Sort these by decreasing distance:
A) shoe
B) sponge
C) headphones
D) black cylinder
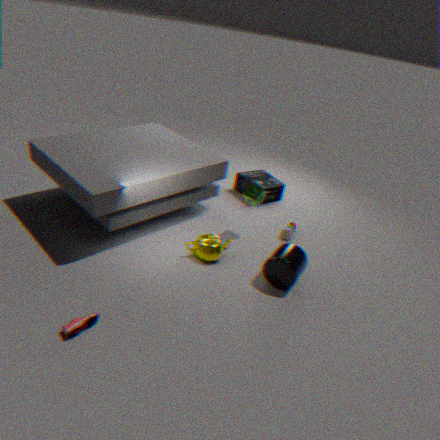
headphones < sponge < black cylinder < shoe
